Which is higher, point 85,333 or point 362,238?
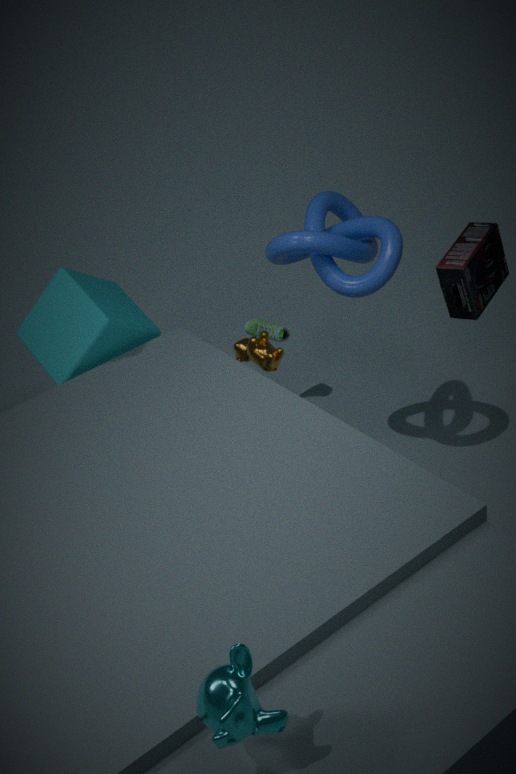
point 362,238
